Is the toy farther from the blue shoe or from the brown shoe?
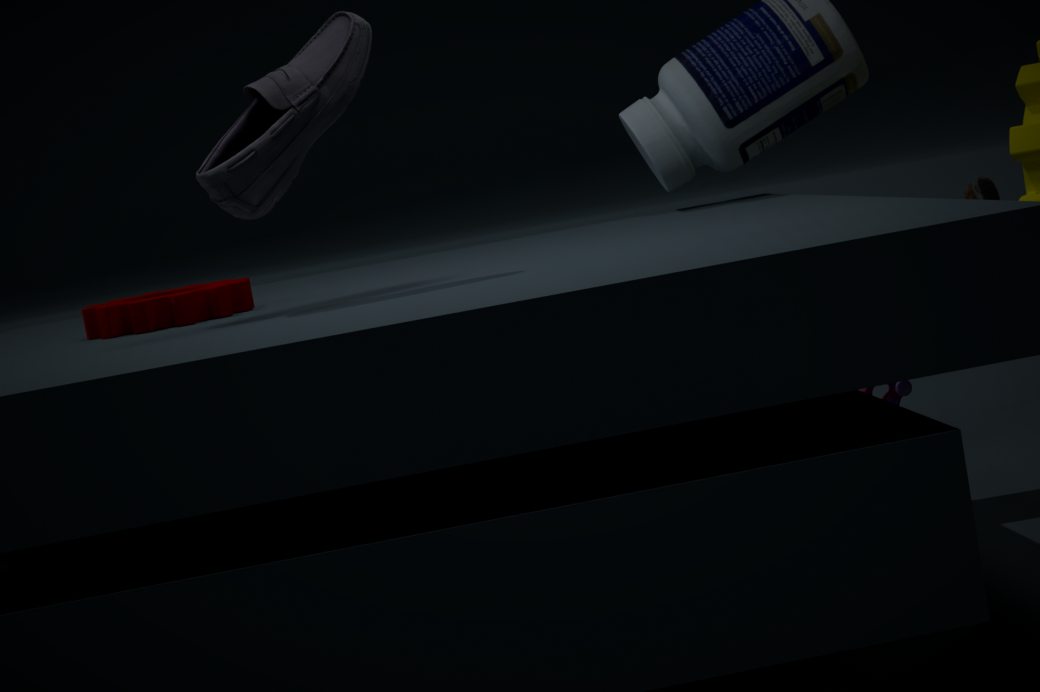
the blue shoe
